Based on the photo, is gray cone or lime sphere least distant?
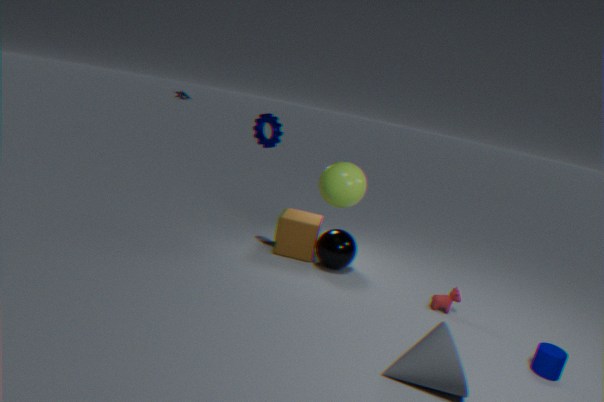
gray cone
